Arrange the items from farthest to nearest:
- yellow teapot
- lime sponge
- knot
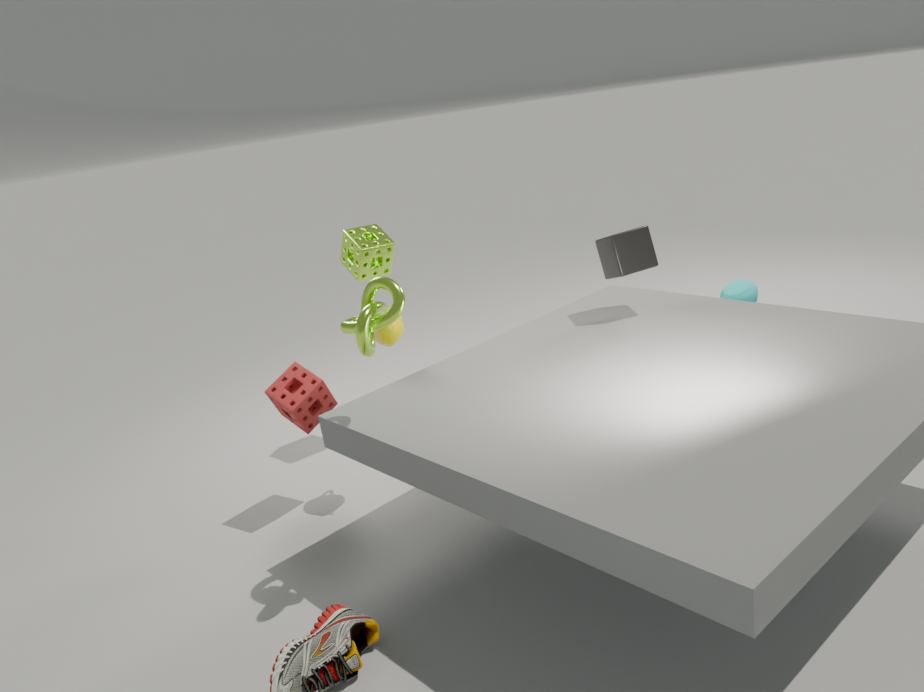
lime sponge
yellow teapot
knot
